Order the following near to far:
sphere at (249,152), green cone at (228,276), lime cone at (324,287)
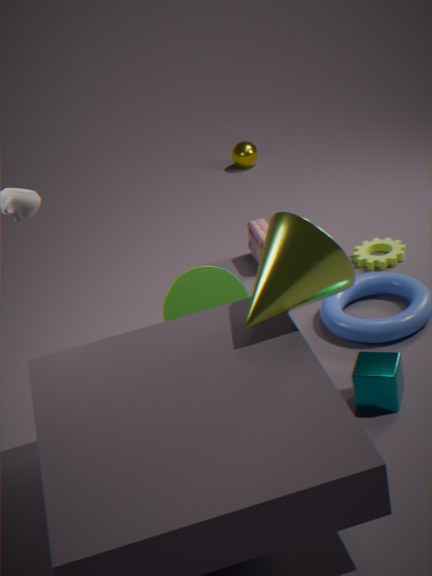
lime cone at (324,287)
green cone at (228,276)
sphere at (249,152)
